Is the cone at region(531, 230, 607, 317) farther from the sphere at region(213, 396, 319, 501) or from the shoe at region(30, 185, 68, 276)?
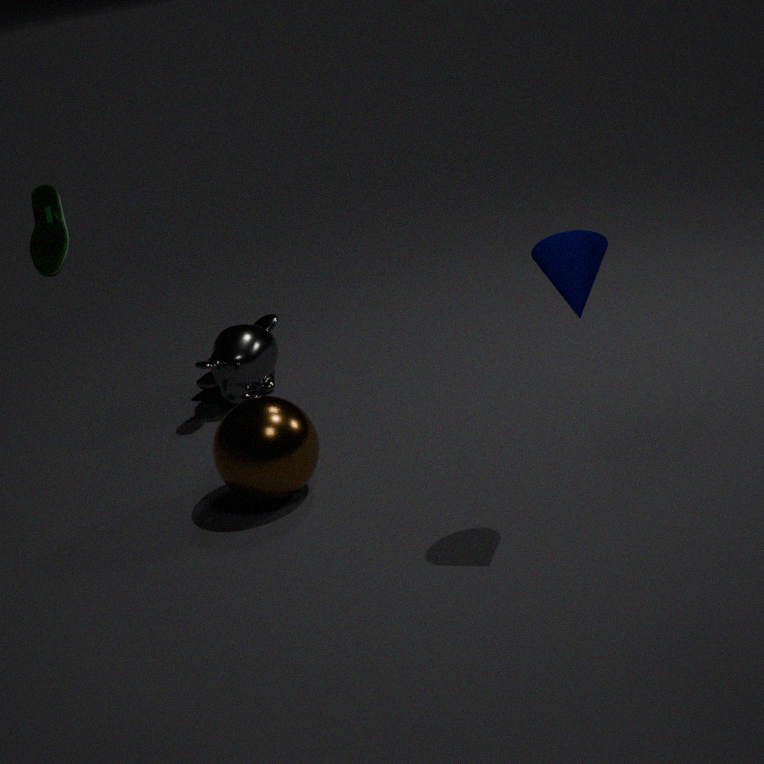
the shoe at region(30, 185, 68, 276)
